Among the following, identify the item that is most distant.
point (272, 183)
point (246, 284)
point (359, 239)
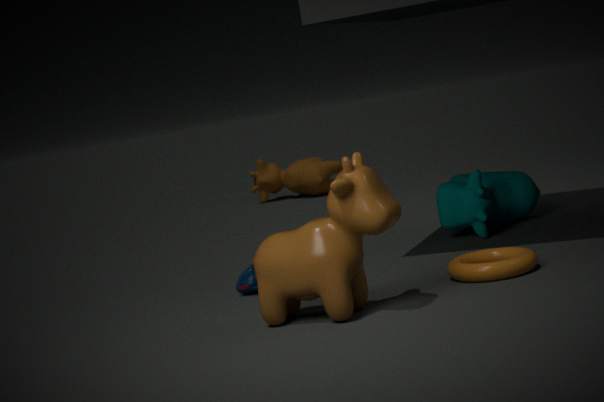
point (272, 183)
